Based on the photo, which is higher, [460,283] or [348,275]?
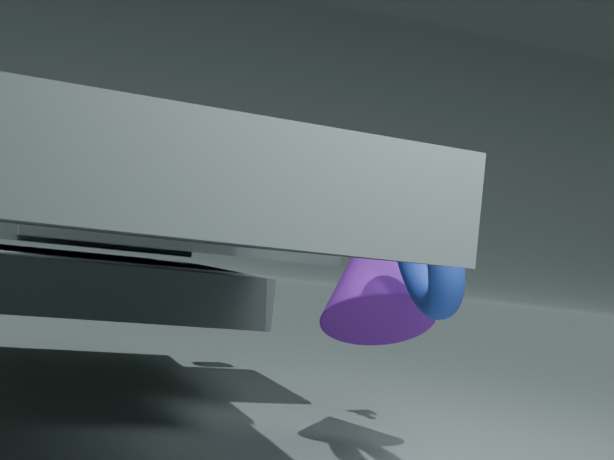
[460,283]
